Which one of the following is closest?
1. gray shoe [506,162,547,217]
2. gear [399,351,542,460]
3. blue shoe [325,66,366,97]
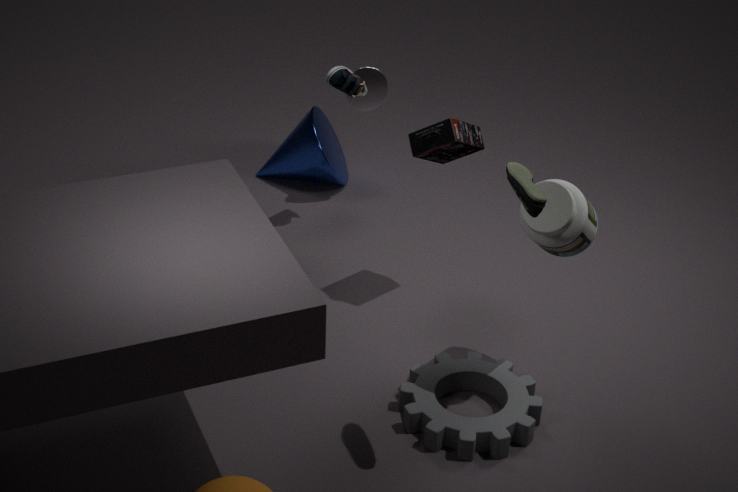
gray shoe [506,162,547,217]
